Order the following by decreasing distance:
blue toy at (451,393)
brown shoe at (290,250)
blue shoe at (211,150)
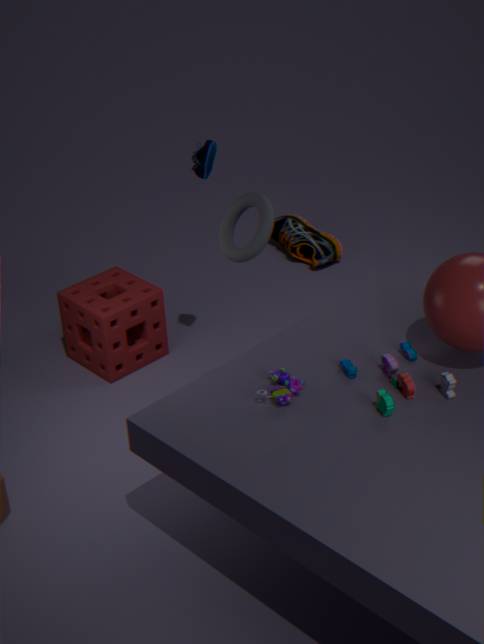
brown shoe at (290,250)
blue shoe at (211,150)
blue toy at (451,393)
